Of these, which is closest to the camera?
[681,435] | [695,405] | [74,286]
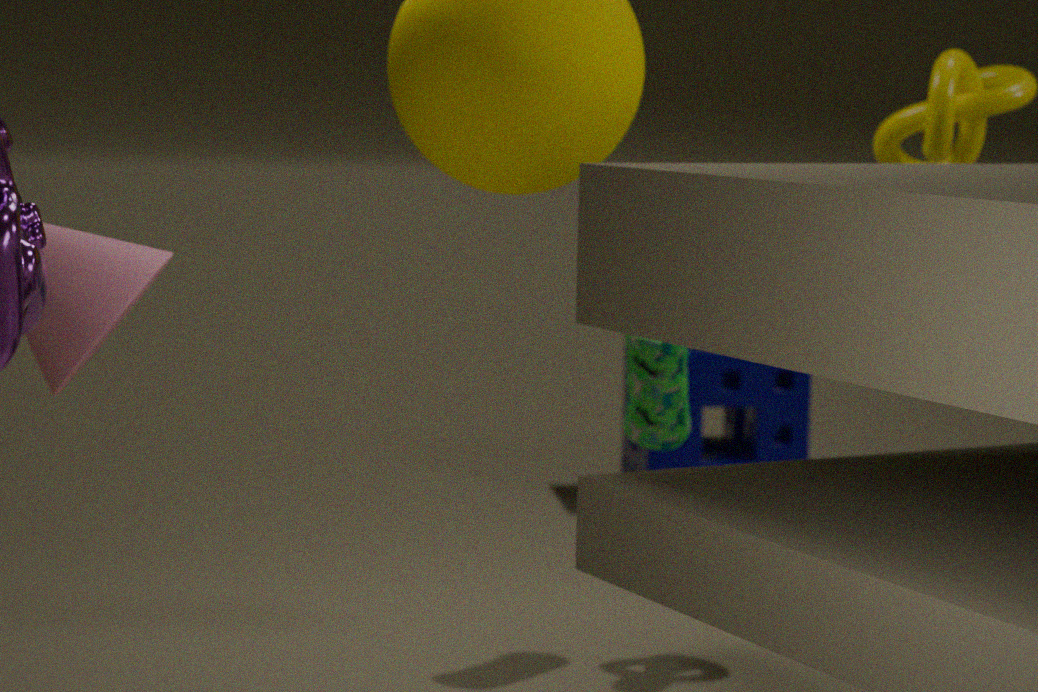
[74,286]
